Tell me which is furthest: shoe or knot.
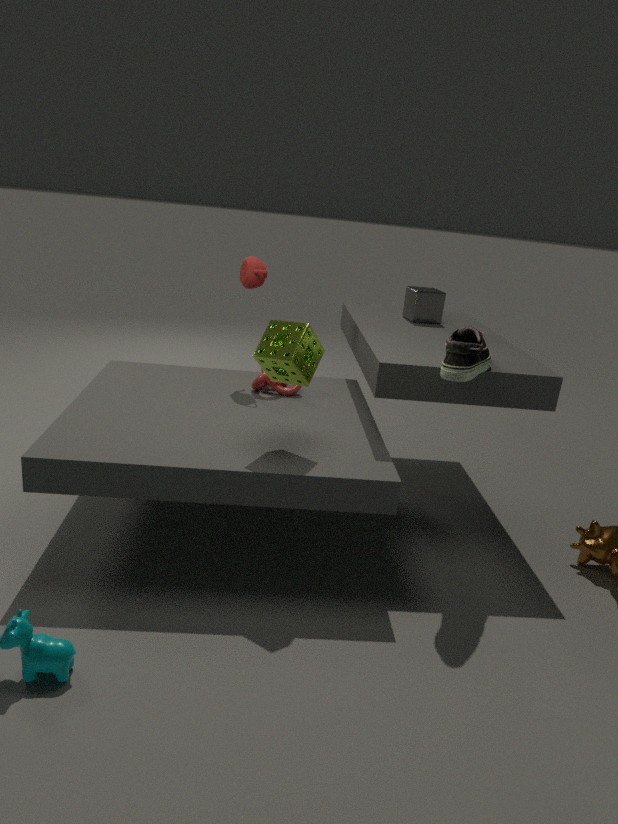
knot
